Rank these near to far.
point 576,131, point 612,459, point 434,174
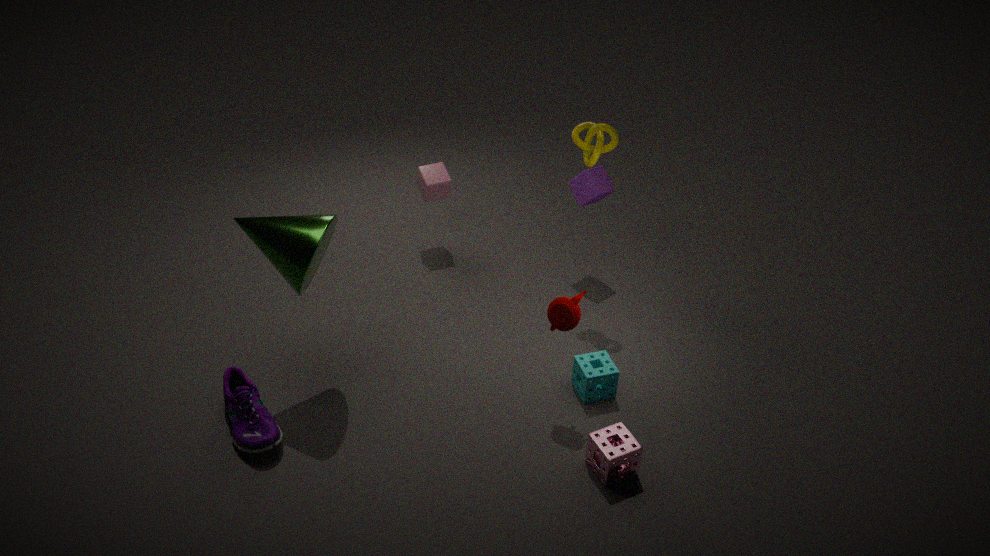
point 612,459, point 576,131, point 434,174
